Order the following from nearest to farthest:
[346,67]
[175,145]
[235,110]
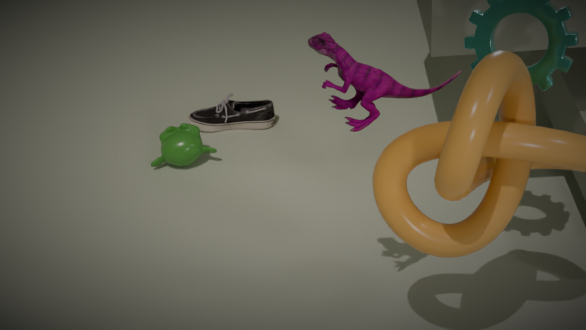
[346,67] < [175,145] < [235,110]
